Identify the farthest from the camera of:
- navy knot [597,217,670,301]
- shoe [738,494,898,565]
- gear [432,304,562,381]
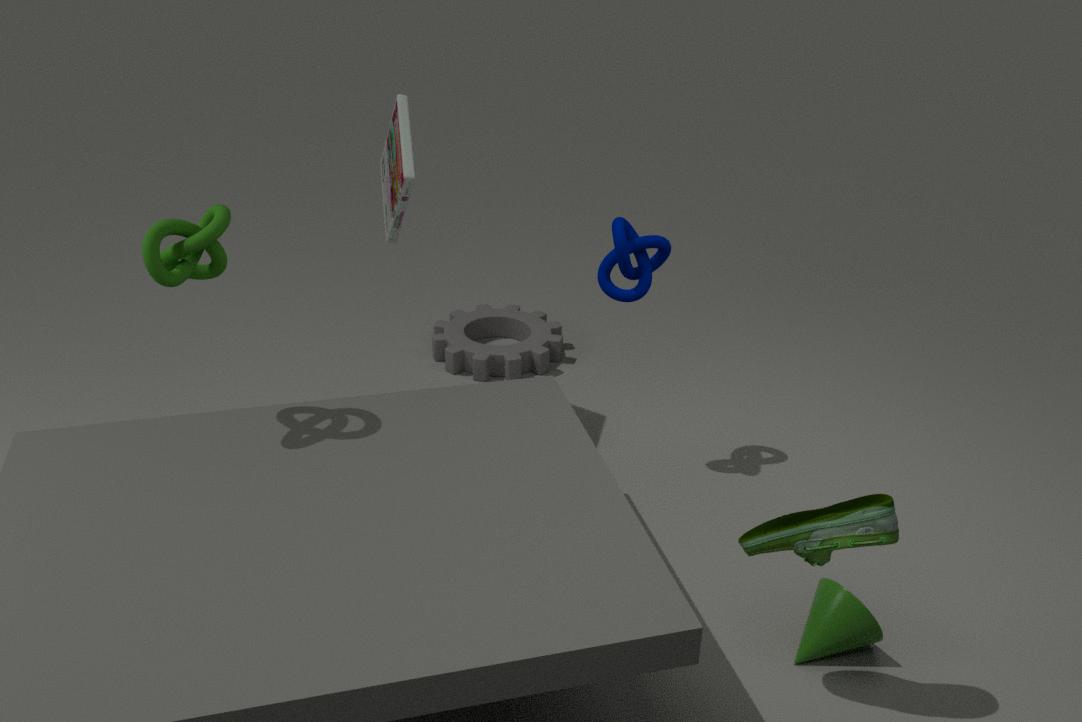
gear [432,304,562,381]
